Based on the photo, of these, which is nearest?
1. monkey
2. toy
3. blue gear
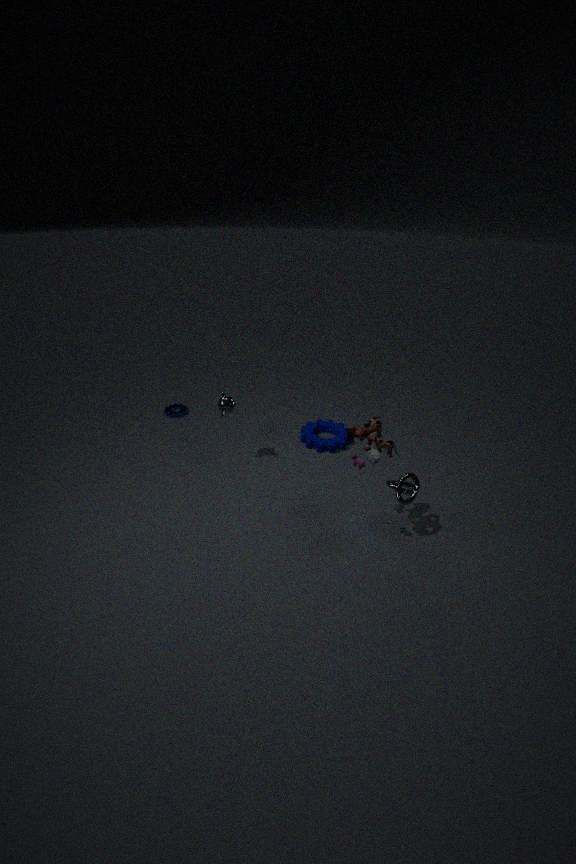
toy
